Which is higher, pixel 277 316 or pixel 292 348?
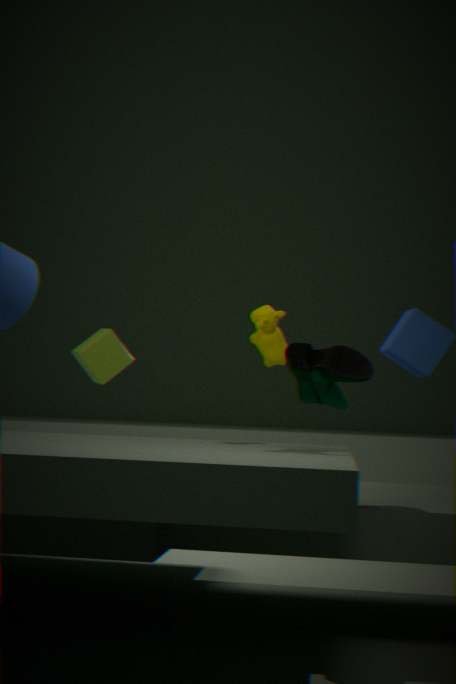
pixel 277 316
